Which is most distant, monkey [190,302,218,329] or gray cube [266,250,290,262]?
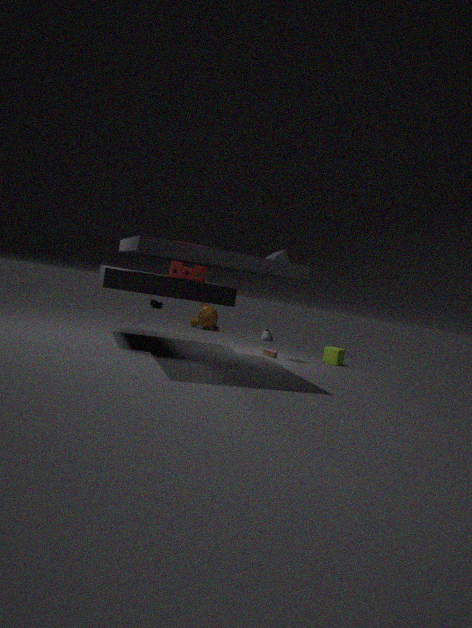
monkey [190,302,218,329]
